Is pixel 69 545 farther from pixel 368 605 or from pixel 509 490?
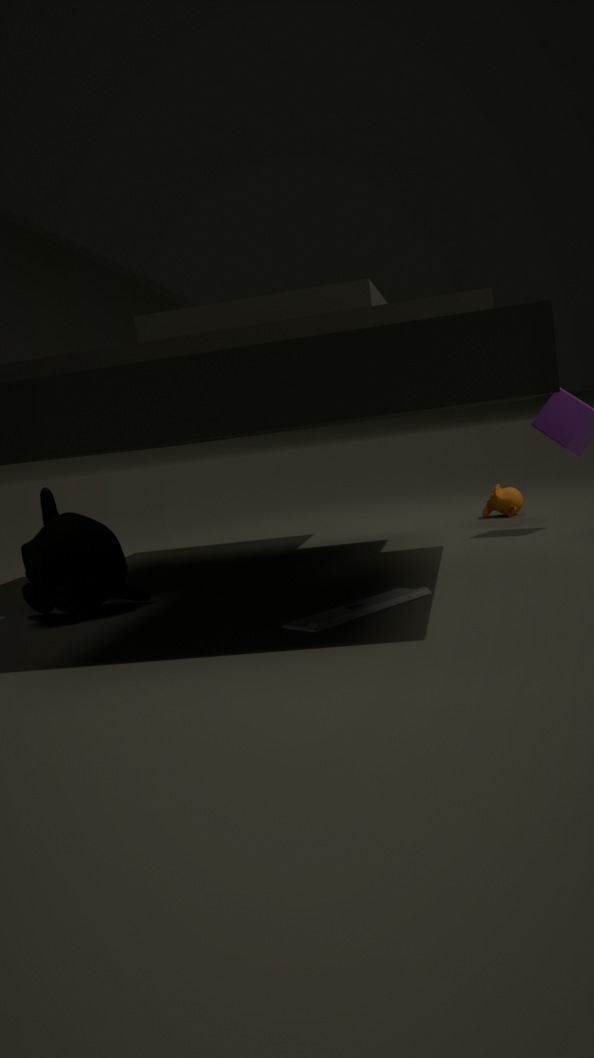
pixel 509 490
